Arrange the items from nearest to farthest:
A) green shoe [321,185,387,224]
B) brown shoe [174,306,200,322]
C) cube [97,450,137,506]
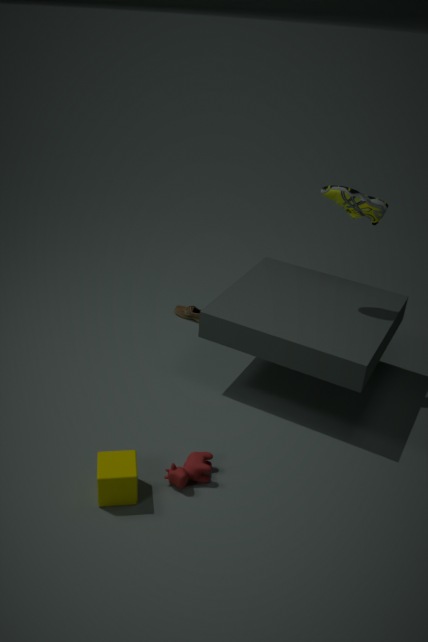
cube [97,450,137,506], green shoe [321,185,387,224], brown shoe [174,306,200,322]
